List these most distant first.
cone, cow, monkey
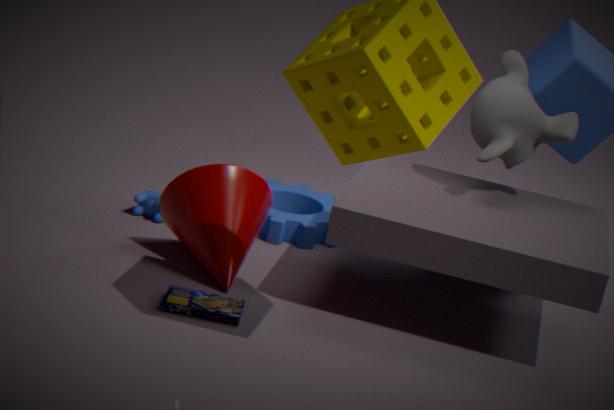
1. cow
2. monkey
3. cone
